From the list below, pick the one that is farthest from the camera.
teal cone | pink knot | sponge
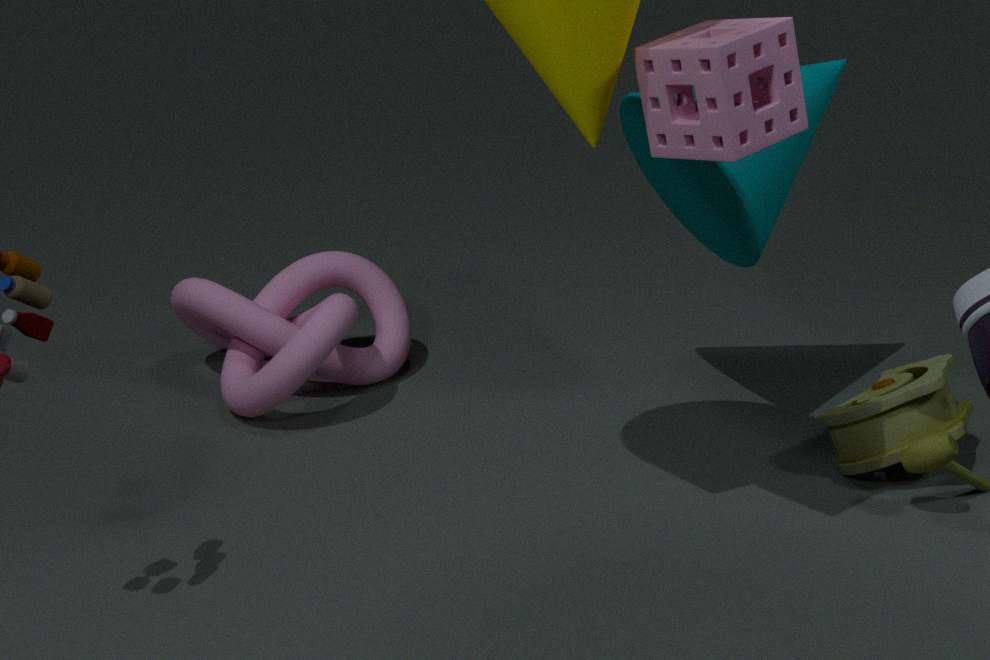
pink knot
